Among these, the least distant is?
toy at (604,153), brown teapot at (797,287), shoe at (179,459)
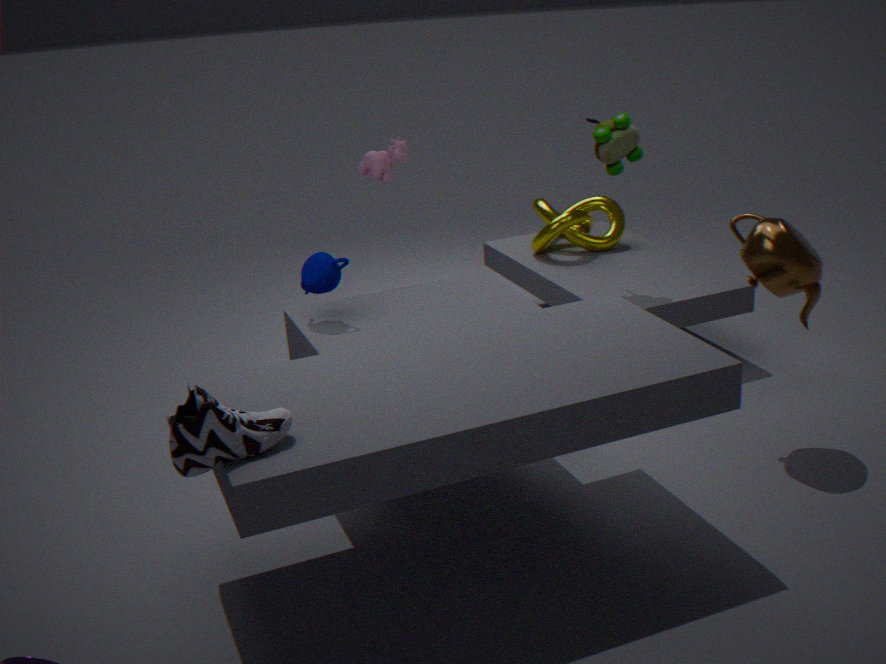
shoe at (179,459)
